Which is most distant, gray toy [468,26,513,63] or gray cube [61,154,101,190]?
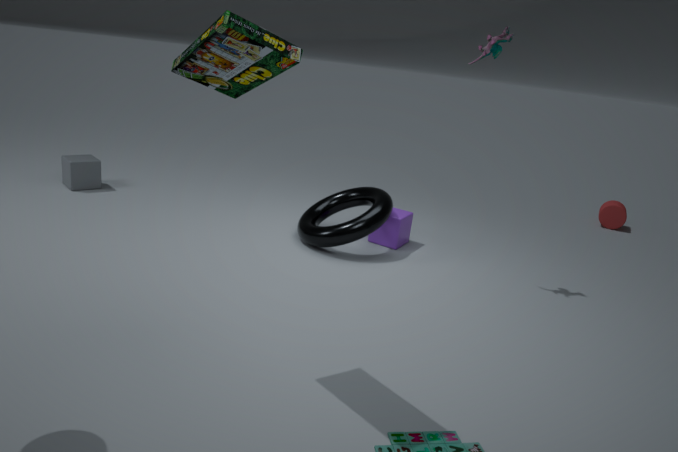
gray cube [61,154,101,190]
